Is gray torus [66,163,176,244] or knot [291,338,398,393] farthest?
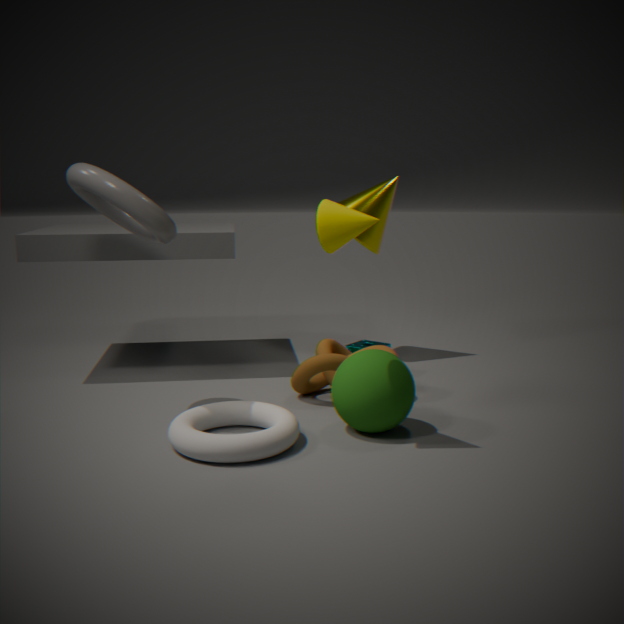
knot [291,338,398,393]
